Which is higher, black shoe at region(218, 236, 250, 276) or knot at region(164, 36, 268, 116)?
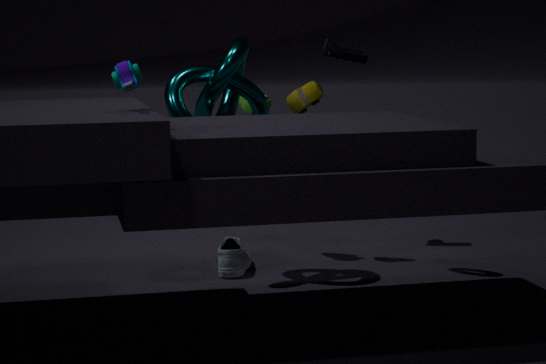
knot at region(164, 36, 268, 116)
